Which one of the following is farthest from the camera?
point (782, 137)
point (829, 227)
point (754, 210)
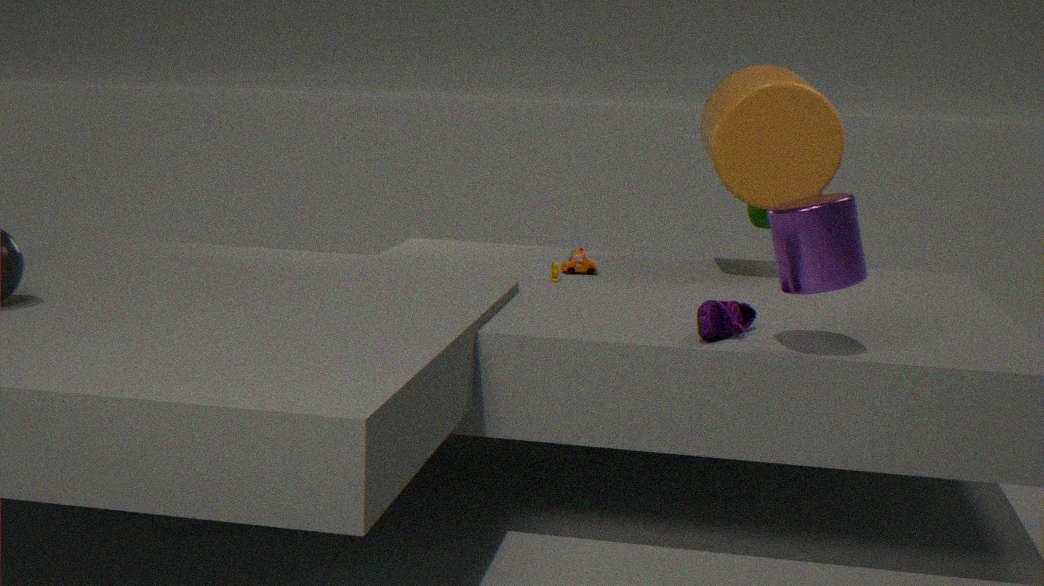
point (754, 210)
